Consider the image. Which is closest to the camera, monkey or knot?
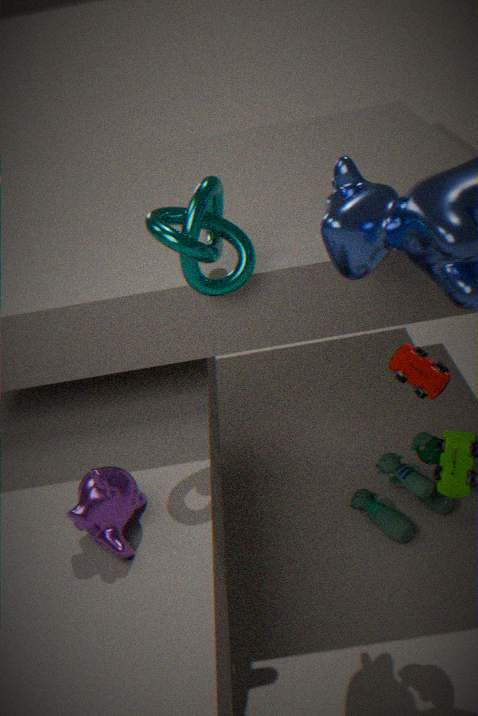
monkey
